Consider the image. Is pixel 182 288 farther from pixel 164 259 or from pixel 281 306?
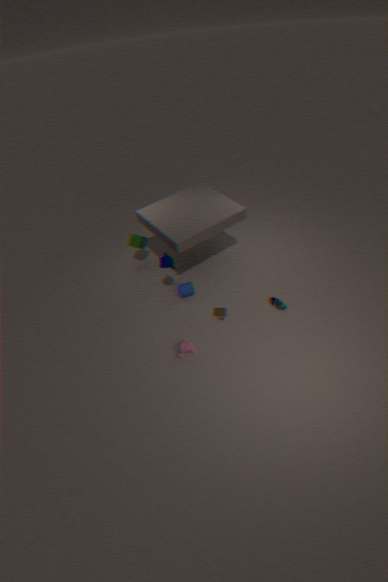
pixel 281 306
